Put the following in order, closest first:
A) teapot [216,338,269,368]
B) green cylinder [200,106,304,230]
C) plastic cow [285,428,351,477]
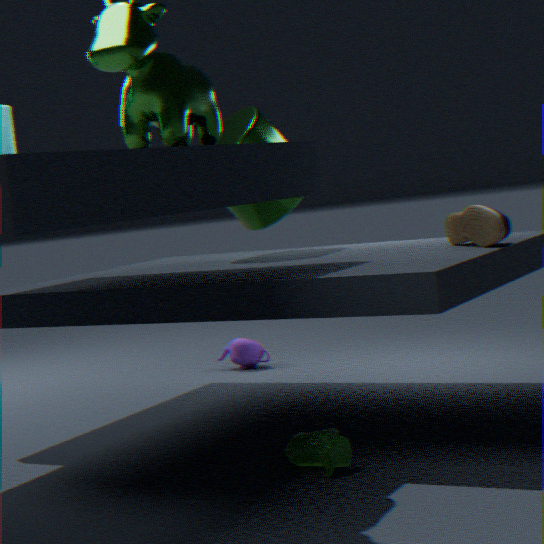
plastic cow [285,428,351,477], green cylinder [200,106,304,230], teapot [216,338,269,368]
